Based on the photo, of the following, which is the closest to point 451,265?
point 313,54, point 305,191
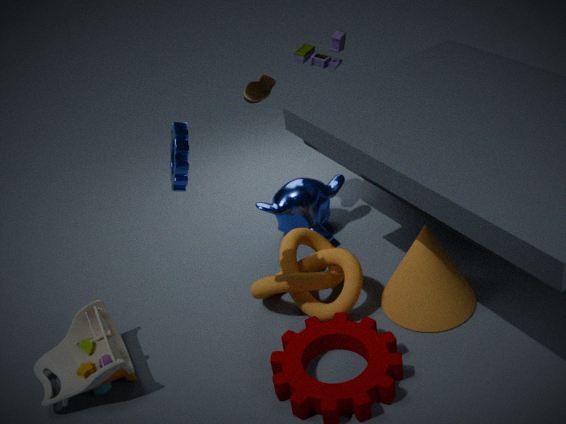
point 305,191
